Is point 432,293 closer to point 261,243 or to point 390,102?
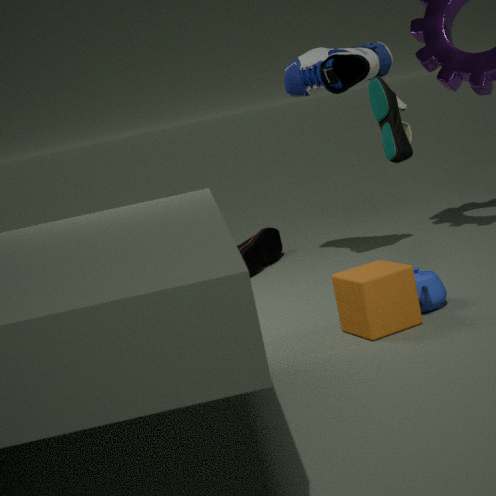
point 390,102
